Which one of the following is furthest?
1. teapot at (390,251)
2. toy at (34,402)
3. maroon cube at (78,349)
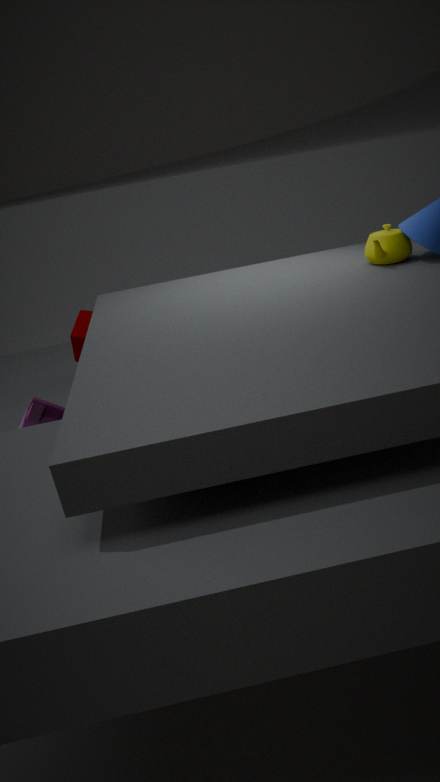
maroon cube at (78,349)
